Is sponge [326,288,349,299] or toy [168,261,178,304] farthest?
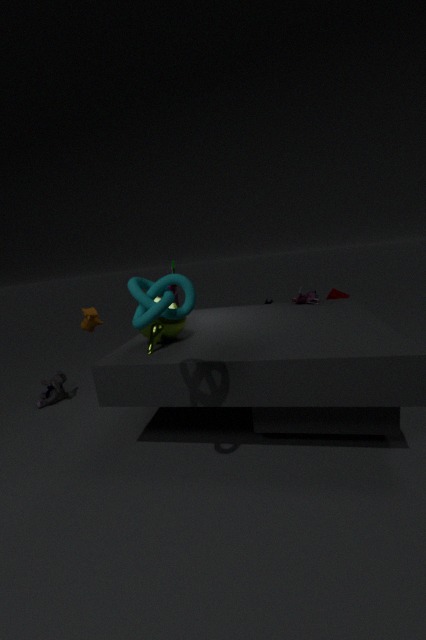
sponge [326,288,349,299]
